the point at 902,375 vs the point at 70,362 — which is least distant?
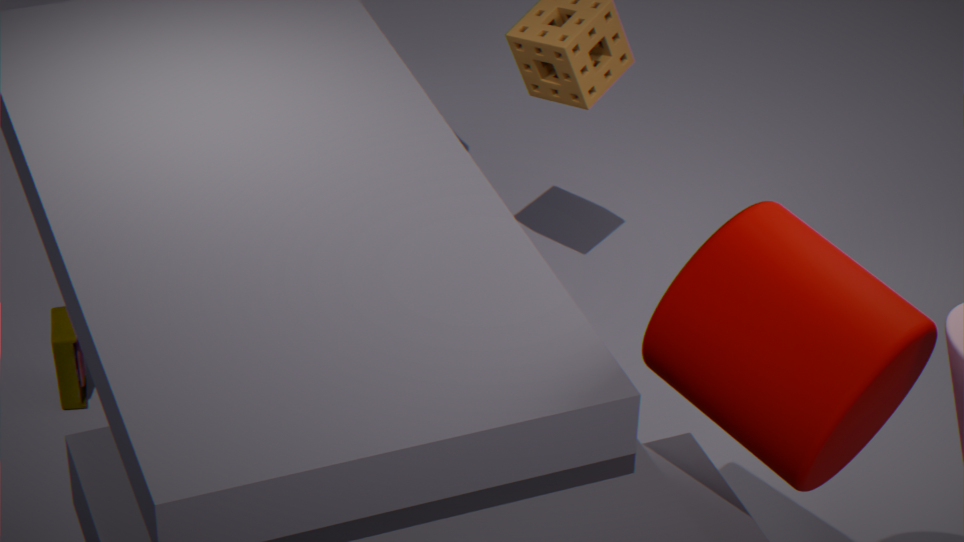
the point at 902,375
